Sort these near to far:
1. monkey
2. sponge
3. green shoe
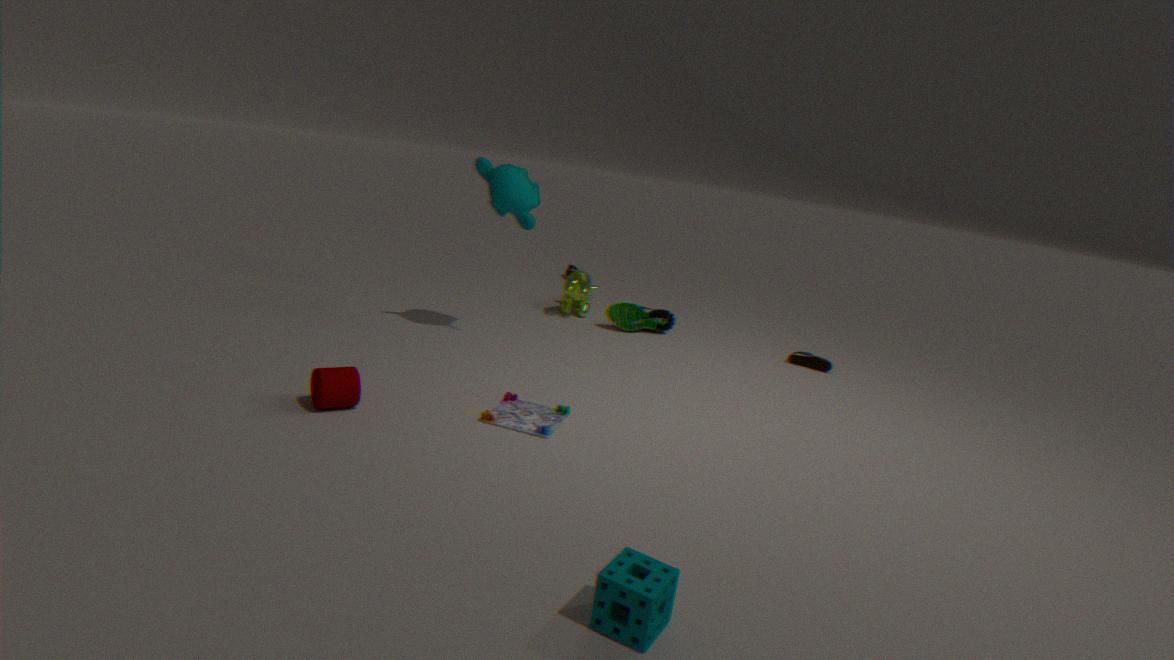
sponge
monkey
green shoe
